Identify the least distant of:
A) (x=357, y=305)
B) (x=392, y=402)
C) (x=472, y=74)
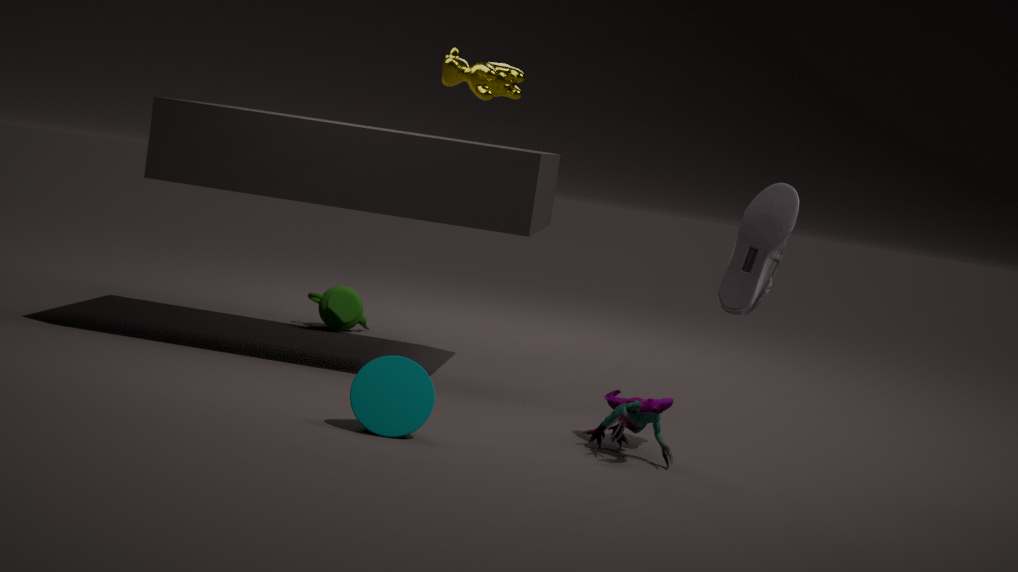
(x=392, y=402)
